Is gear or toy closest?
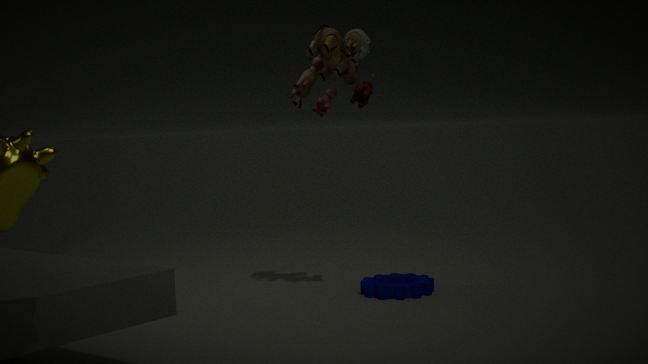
toy
